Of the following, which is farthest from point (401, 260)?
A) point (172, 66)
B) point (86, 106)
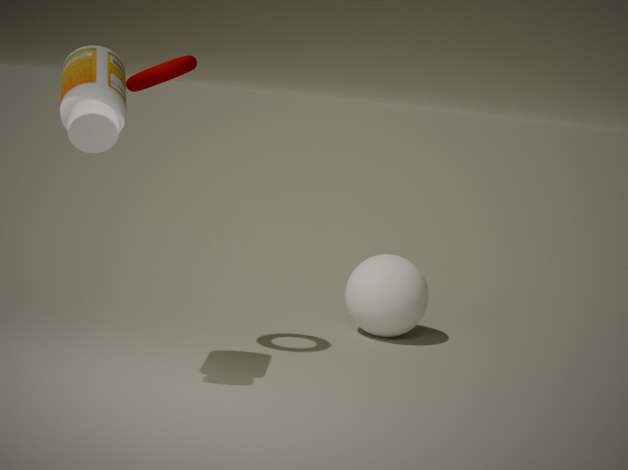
point (86, 106)
